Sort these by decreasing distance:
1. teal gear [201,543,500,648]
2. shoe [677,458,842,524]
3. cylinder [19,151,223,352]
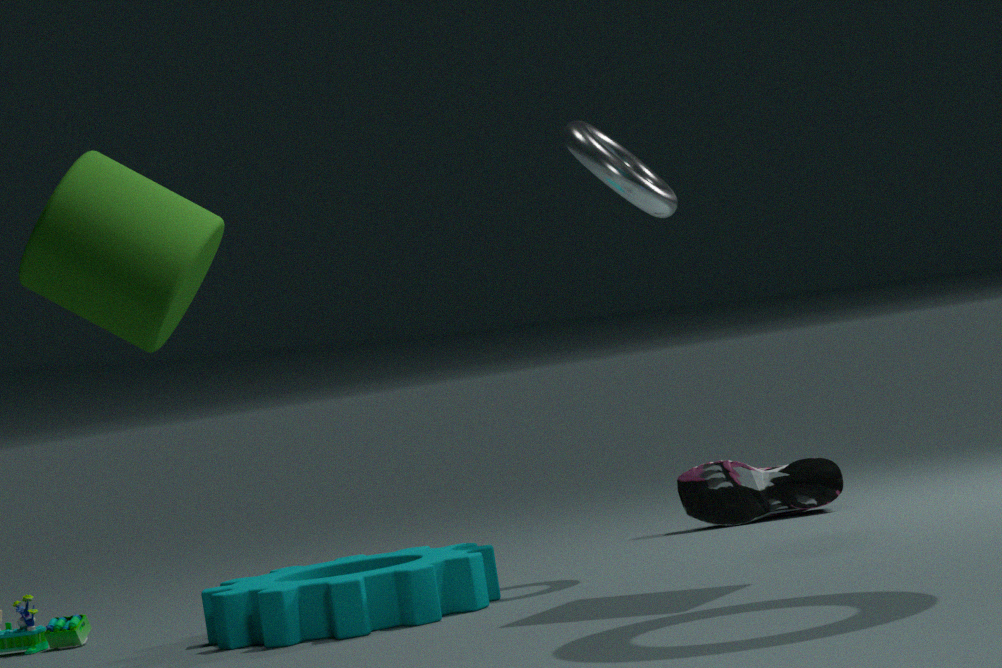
1. shoe [677,458,842,524]
2. teal gear [201,543,500,648]
3. cylinder [19,151,223,352]
